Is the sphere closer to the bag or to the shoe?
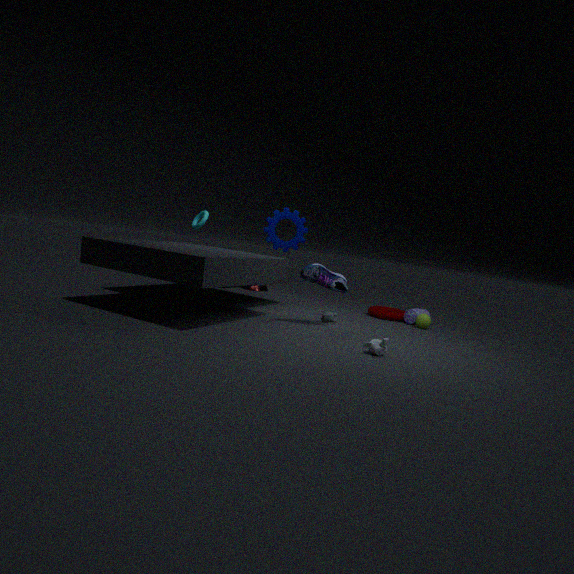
the bag
